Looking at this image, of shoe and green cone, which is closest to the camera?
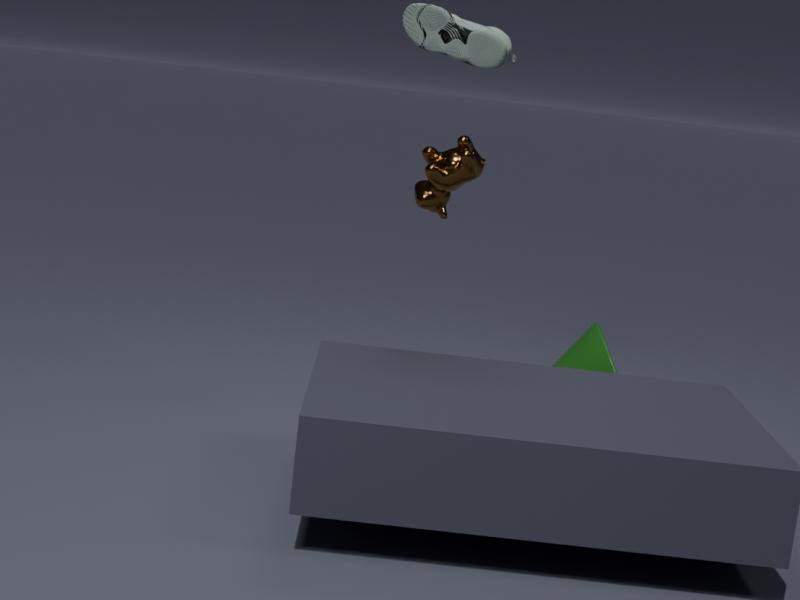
shoe
